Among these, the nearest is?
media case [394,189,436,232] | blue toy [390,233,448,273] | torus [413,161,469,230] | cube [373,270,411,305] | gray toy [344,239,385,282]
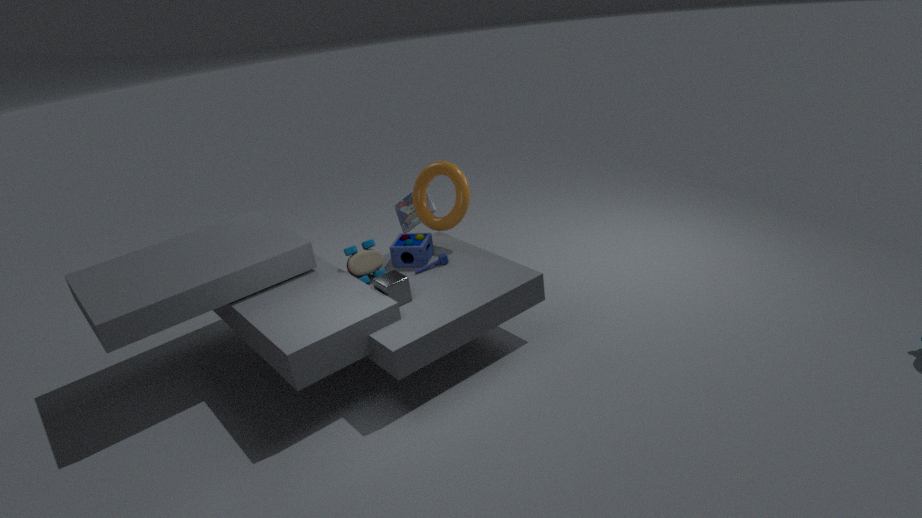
cube [373,270,411,305]
